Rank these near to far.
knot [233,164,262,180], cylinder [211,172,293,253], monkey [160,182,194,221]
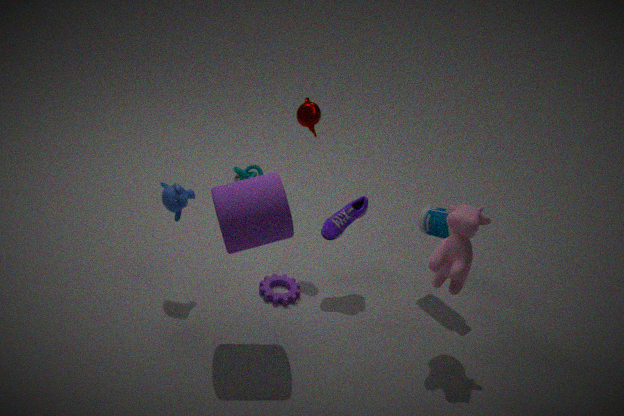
cylinder [211,172,293,253], monkey [160,182,194,221], knot [233,164,262,180]
